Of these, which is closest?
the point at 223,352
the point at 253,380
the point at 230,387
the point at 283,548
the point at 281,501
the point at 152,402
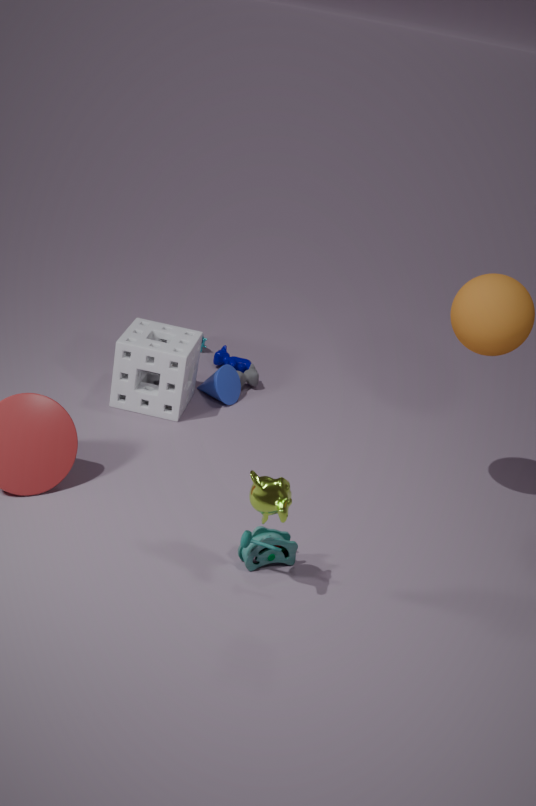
the point at 281,501
